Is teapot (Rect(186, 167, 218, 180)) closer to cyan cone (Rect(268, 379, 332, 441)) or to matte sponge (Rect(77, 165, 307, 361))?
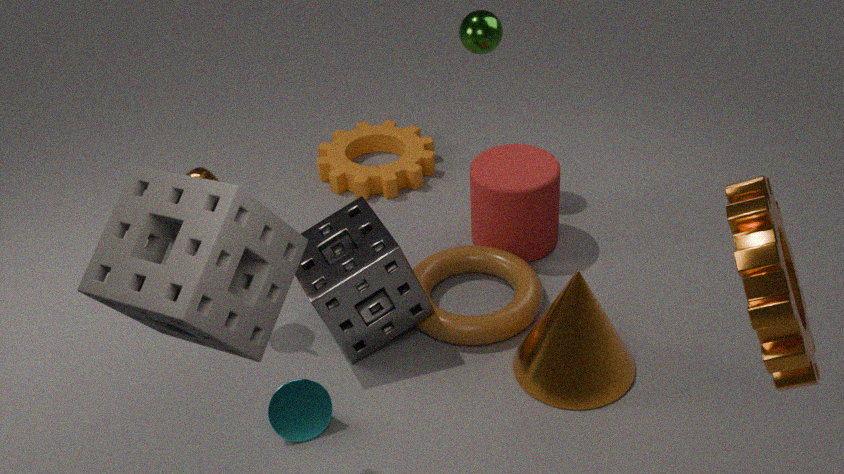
matte sponge (Rect(77, 165, 307, 361))
